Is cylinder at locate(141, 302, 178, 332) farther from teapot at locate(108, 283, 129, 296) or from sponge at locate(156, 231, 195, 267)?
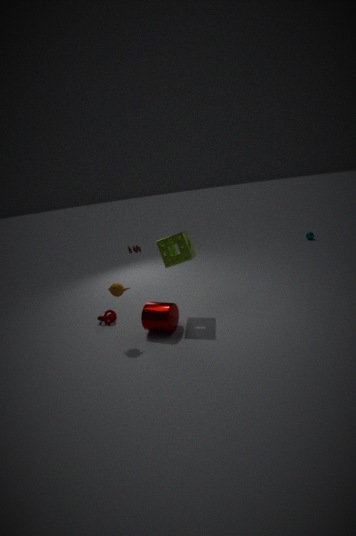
sponge at locate(156, 231, 195, 267)
